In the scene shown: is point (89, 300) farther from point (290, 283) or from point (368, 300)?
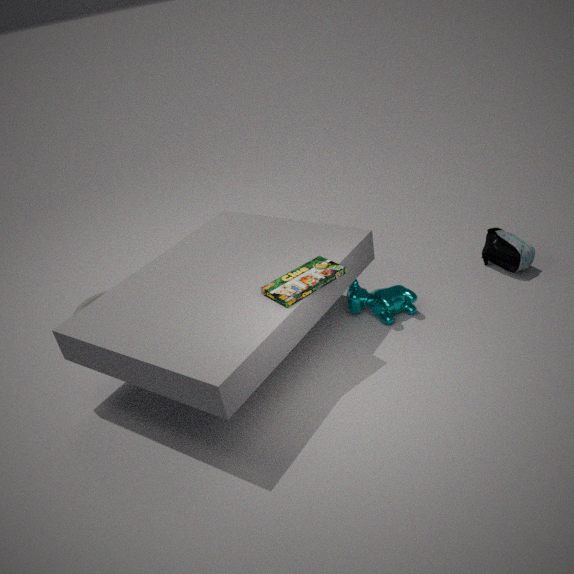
point (368, 300)
